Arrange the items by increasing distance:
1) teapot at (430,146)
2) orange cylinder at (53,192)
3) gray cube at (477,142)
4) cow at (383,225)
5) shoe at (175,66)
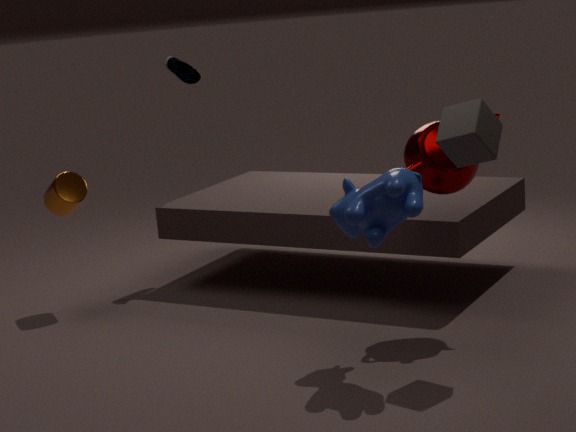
1. 4. cow at (383,225)
2. 3. gray cube at (477,142)
3. 1. teapot at (430,146)
4. 2. orange cylinder at (53,192)
5. 5. shoe at (175,66)
